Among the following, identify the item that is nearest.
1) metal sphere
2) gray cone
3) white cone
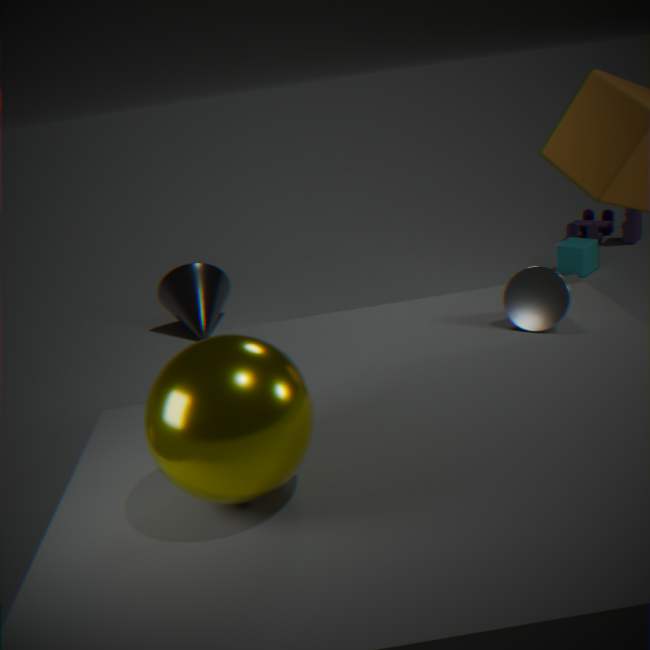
1. metal sphere
